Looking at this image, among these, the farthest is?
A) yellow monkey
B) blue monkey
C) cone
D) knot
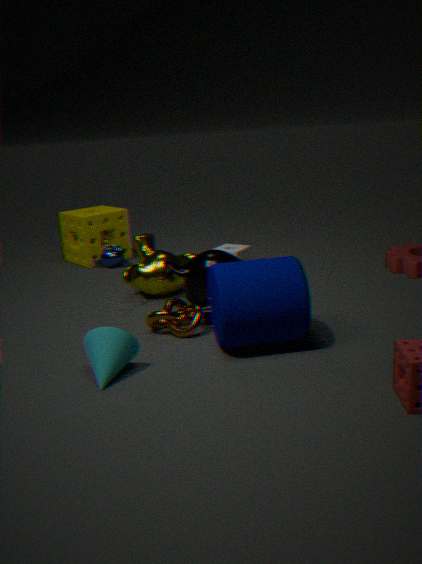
blue monkey
